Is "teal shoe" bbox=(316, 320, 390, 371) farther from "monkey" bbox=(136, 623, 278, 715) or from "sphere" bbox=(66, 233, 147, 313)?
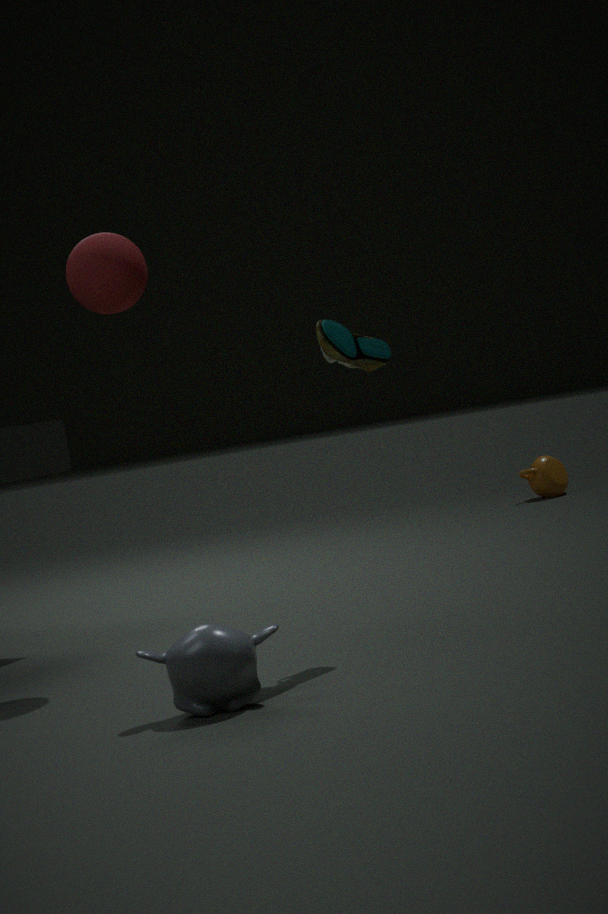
"monkey" bbox=(136, 623, 278, 715)
